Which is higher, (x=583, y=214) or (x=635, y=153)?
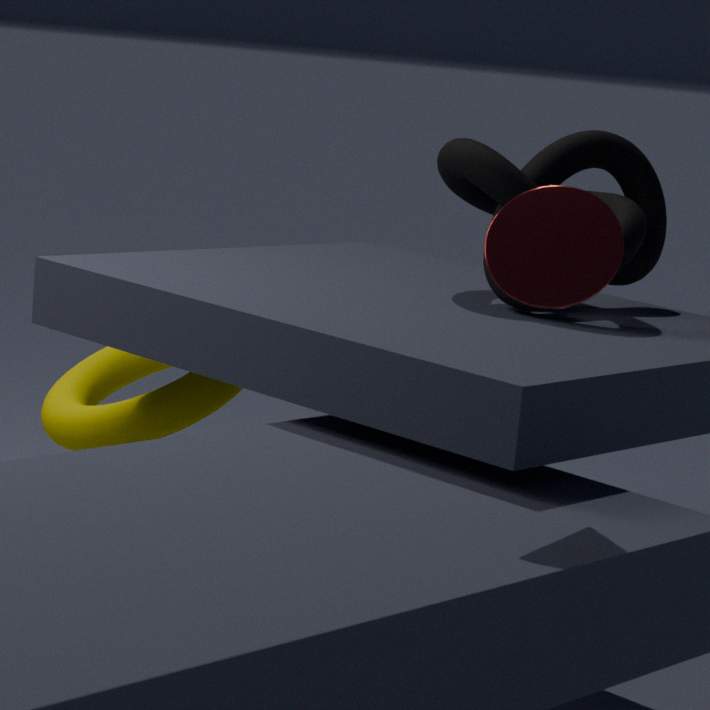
(x=583, y=214)
